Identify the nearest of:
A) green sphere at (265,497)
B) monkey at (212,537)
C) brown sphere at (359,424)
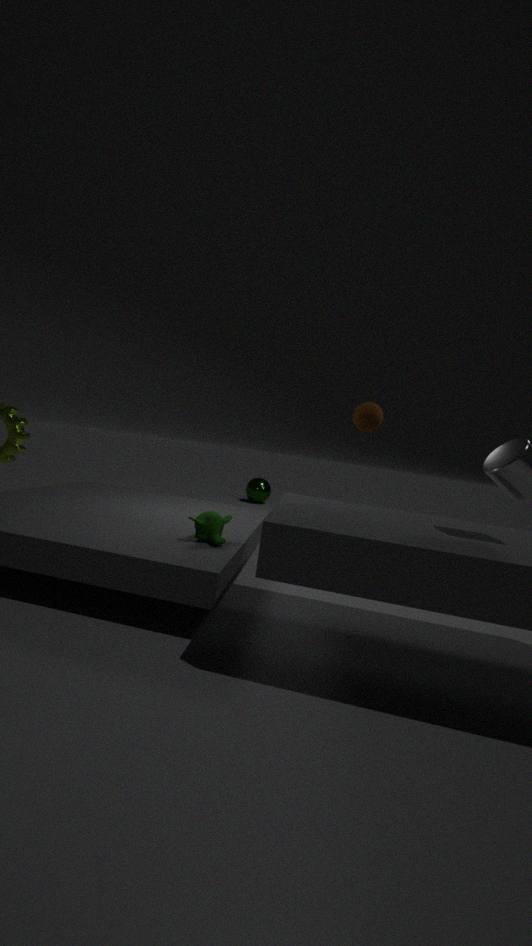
monkey at (212,537)
